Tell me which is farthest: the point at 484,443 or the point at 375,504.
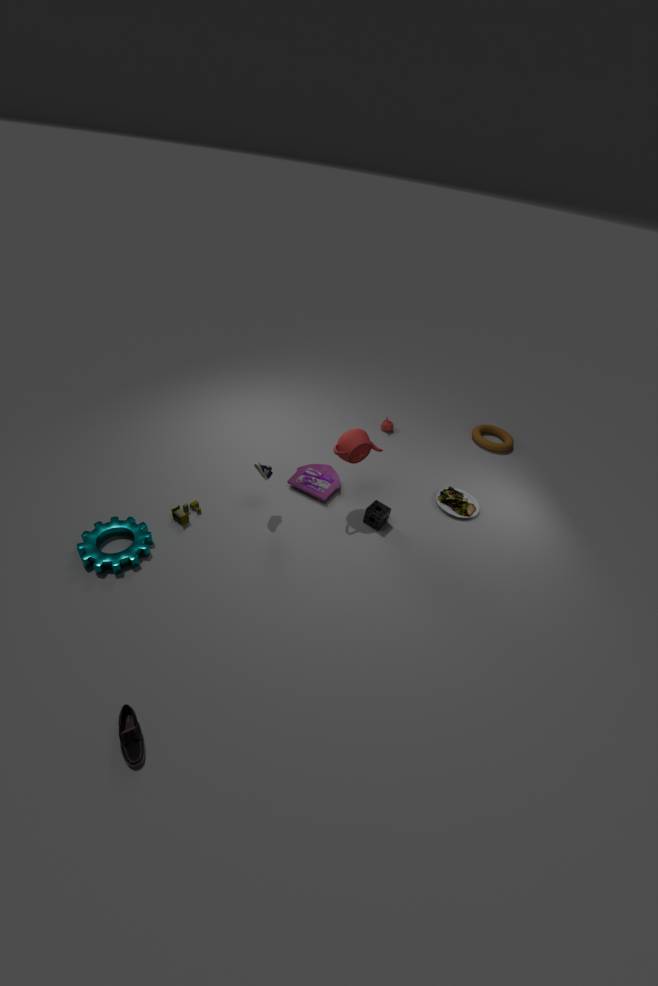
the point at 484,443
